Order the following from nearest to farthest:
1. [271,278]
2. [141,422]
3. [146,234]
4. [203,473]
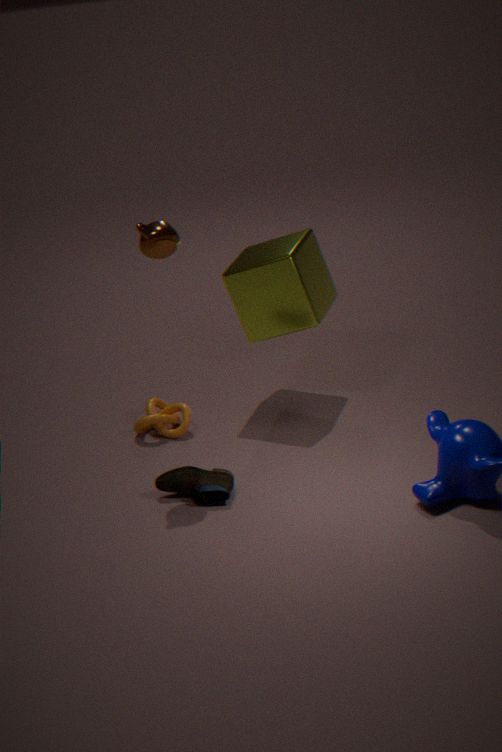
[146,234]
[203,473]
[271,278]
[141,422]
